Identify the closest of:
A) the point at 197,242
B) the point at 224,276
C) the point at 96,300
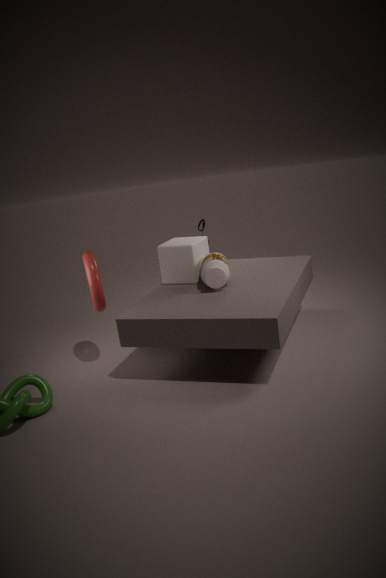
the point at 224,276
